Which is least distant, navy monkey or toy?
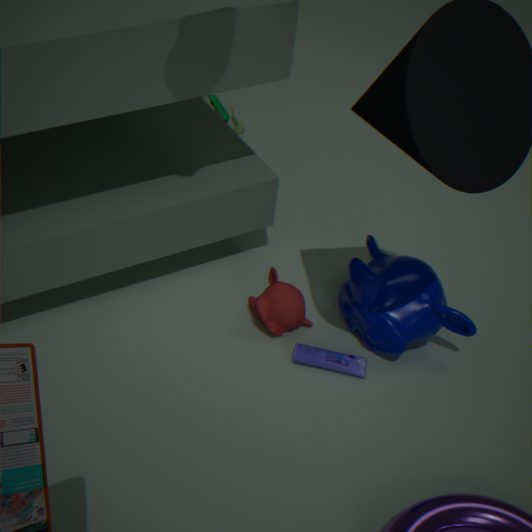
navy monkey
